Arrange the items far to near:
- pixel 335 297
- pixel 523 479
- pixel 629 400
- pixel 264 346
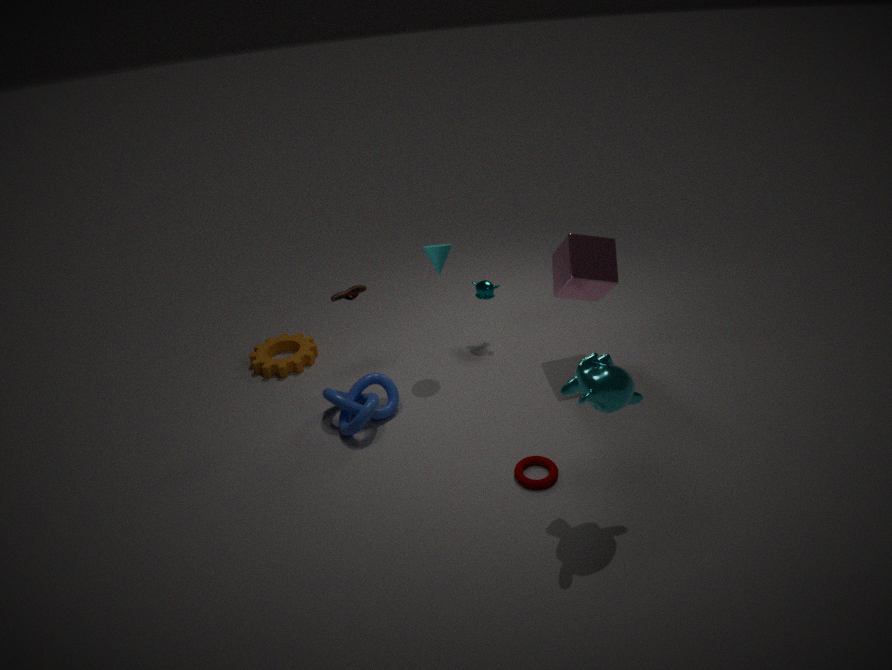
1. pixel 264 346
2. pixel 335 297
3. pixel 523 479
4. pixel 629 400
